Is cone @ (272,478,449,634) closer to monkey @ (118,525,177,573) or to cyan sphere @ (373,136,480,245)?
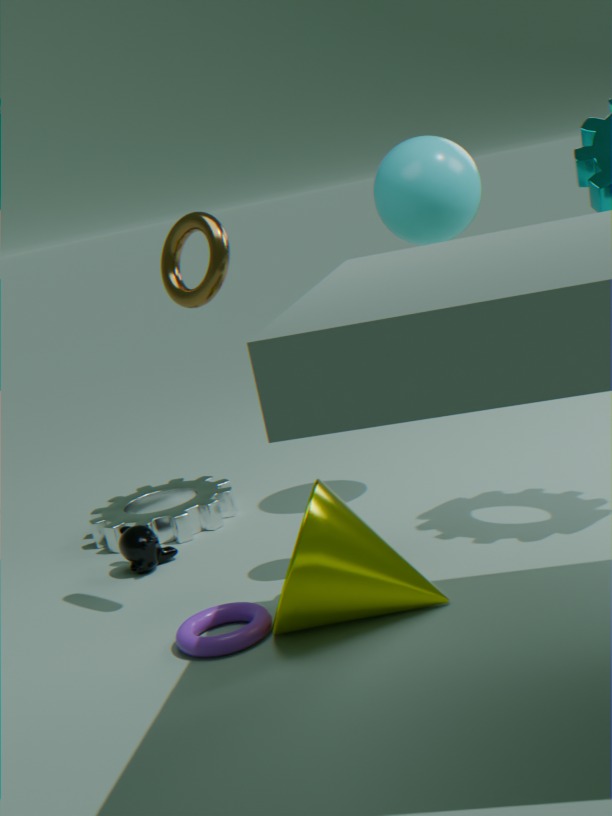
monkey @ (118,525,177,573)
